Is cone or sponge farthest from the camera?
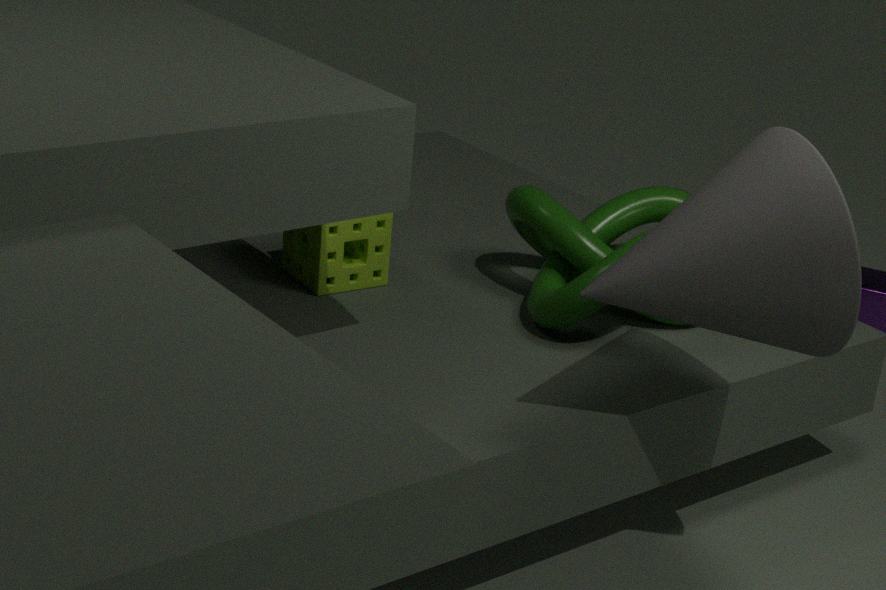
sponge
